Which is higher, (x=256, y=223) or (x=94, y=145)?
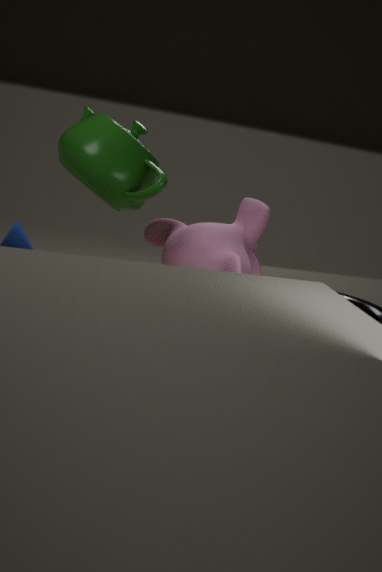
(x=94, y=145)
